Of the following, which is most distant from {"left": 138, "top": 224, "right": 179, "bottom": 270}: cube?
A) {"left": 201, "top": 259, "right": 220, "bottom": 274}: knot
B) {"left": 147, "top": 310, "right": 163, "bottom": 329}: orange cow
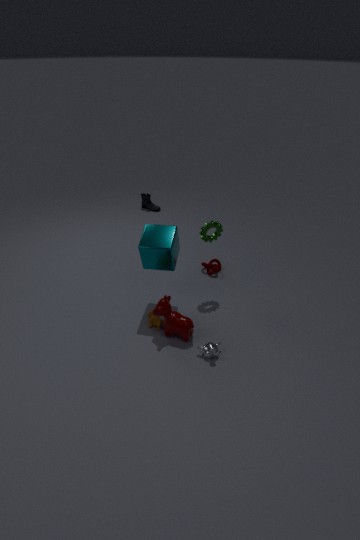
{"left": 201, "top": 259, "right": 220, "bottom": 274}: knot
